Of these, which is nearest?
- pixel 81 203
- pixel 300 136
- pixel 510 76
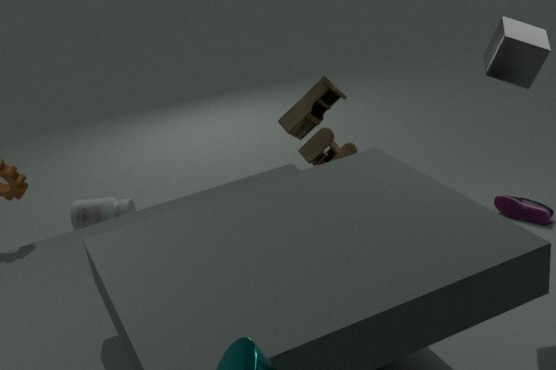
pixel 510 76
